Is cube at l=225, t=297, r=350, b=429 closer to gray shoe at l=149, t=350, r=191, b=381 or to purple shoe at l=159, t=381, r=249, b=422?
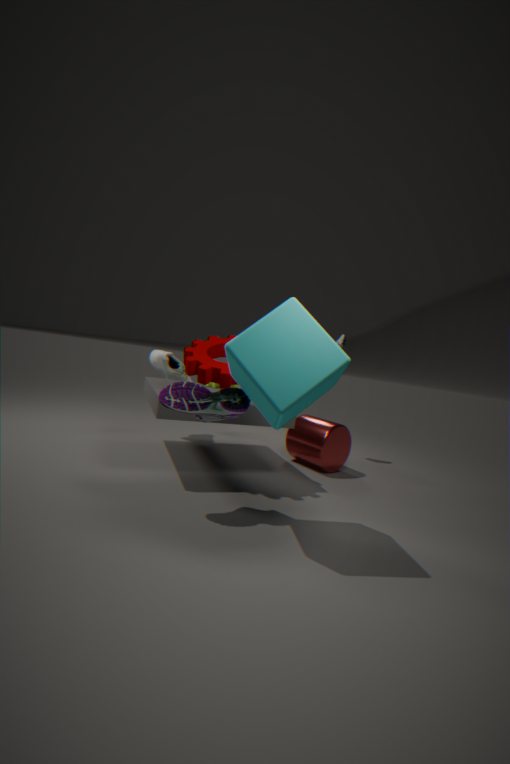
purple shoe at l=159, t=381, r=249, b=422
